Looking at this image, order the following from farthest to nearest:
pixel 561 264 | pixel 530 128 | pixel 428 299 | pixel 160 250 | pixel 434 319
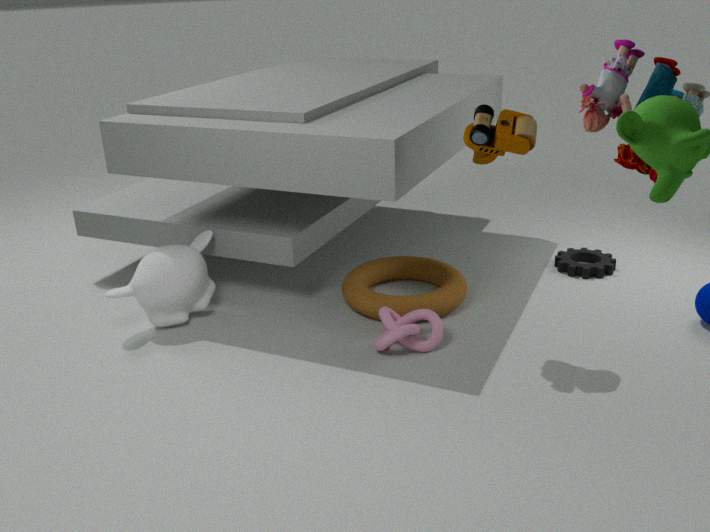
pixel 561 264
pixel 428 299
pixel 160 250
pixel 434 319
pixel 530 128
